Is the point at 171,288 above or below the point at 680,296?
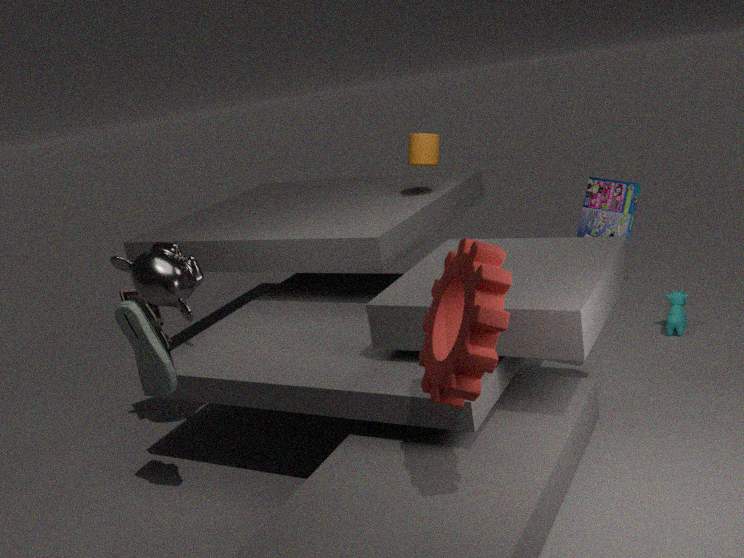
above
